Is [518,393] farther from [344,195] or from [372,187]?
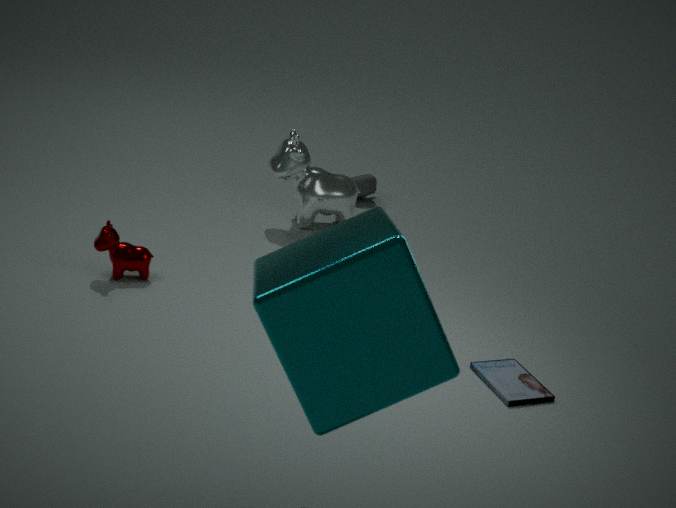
[372,187]
